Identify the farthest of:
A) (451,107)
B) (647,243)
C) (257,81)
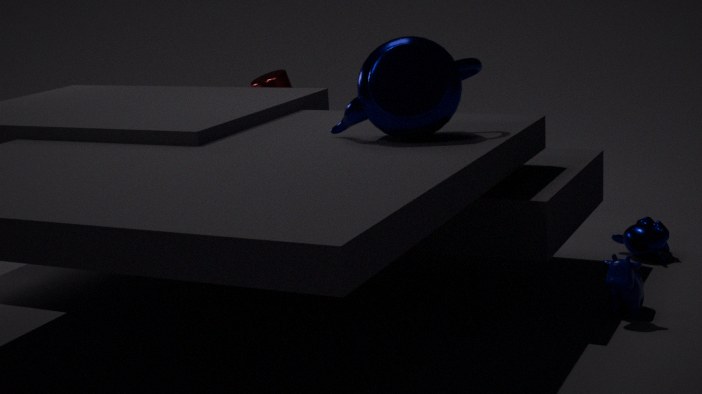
C. (257,81)
